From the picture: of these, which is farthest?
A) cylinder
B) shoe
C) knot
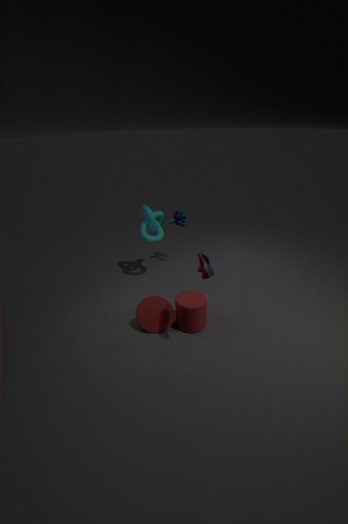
knot
